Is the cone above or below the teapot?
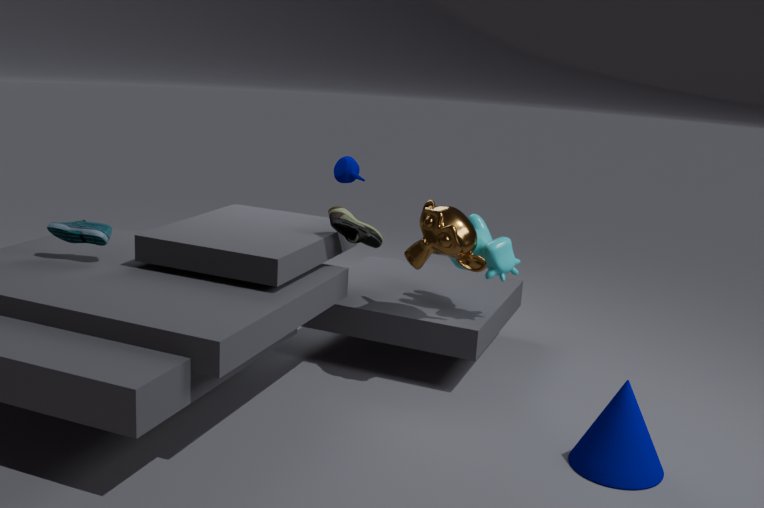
below
